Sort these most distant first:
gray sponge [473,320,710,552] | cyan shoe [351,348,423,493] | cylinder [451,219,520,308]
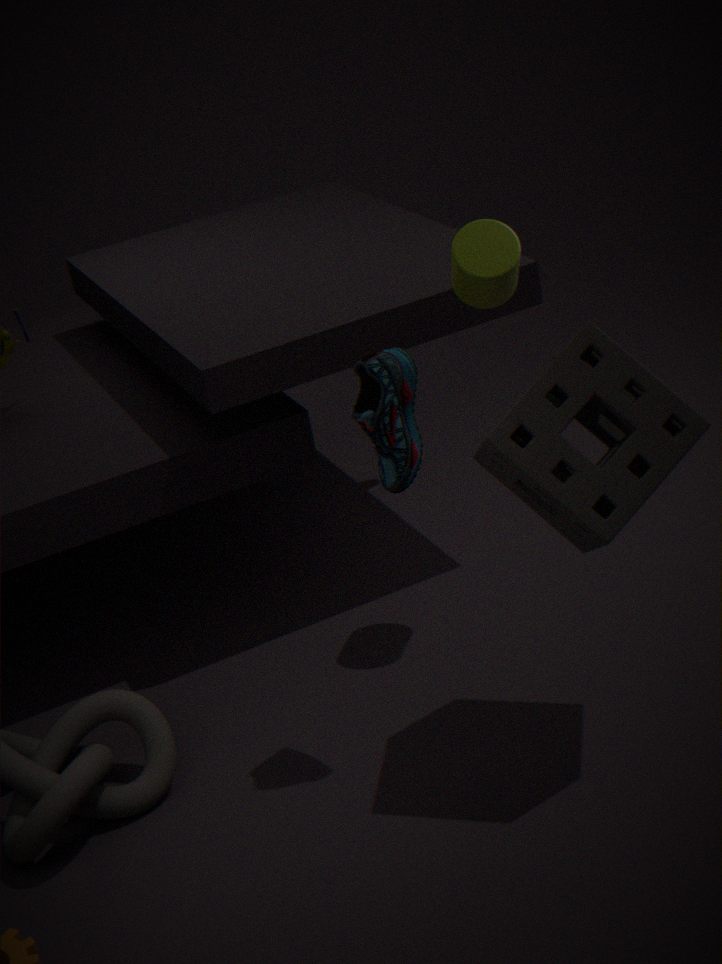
cylinder [451,219,520,308], cyan shoe [351,348,423,493], gray sponge [473,320,710,552]
